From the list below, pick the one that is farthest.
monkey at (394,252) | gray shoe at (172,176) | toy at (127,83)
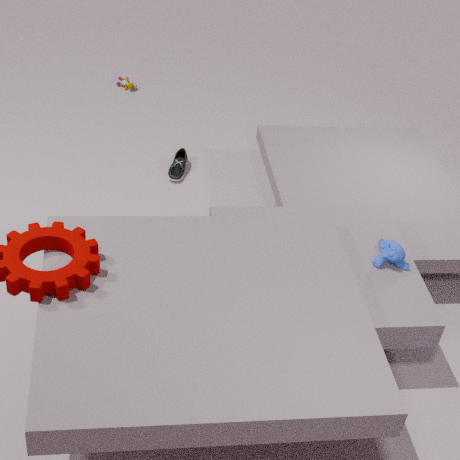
toy at (127,83)
